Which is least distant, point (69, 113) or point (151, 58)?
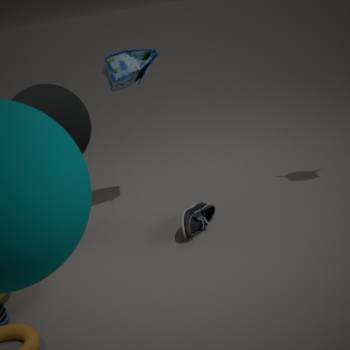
point (69, 113)
